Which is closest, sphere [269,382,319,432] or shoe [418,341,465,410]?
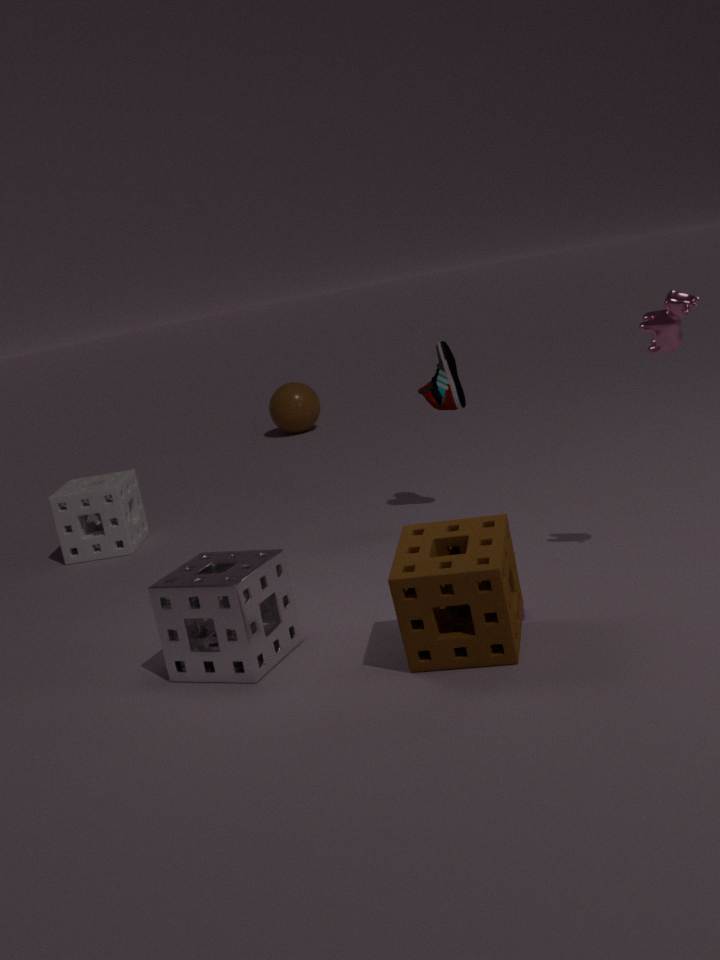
shoe [418,341,465,410]
